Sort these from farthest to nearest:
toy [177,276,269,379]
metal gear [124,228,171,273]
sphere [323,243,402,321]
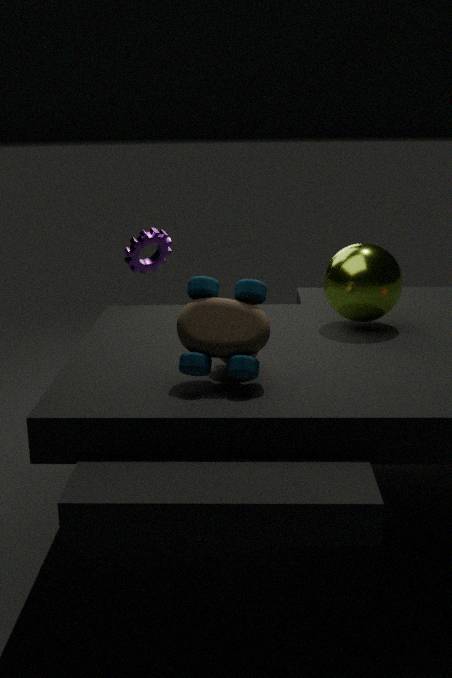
metal gear [124,228,171,273] < sphere [323,243,402,321] < toy [177,276,269,379]
